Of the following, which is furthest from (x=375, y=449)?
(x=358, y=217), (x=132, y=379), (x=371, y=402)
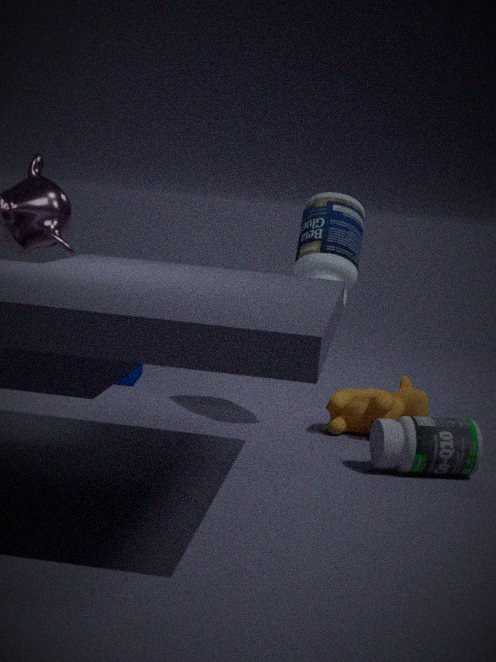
(x=132, y=379)
